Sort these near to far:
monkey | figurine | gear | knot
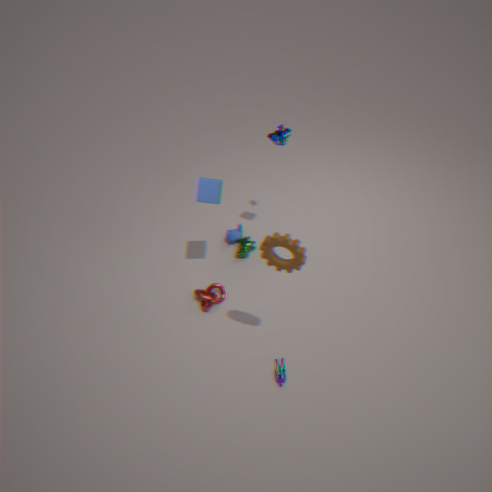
1. gear
2. figurine
3. knot
4. monkey
